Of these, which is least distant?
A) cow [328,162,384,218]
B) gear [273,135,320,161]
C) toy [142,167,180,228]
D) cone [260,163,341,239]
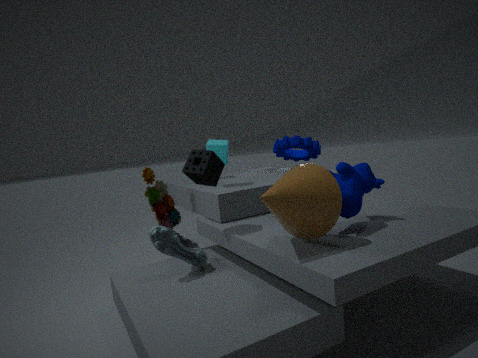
cone [260,163,341,239]
